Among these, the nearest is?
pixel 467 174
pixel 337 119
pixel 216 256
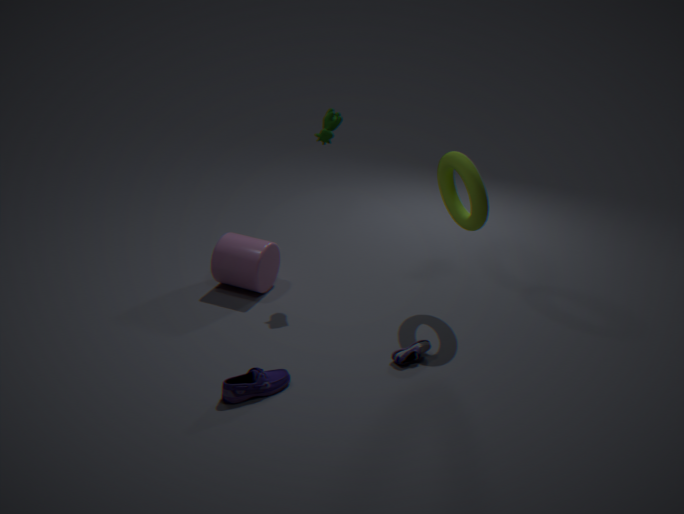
pixel 467 174
